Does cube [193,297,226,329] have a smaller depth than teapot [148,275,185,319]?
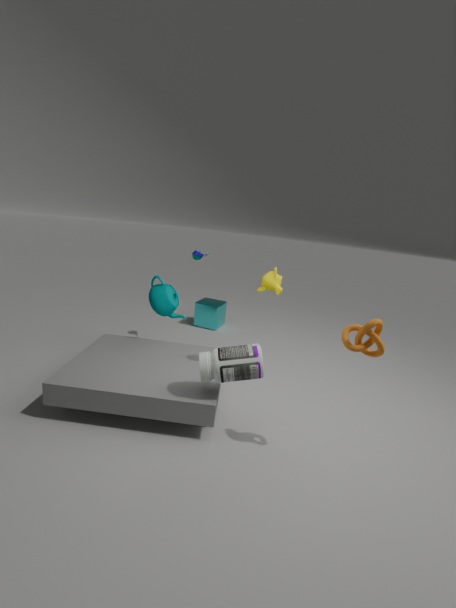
No
